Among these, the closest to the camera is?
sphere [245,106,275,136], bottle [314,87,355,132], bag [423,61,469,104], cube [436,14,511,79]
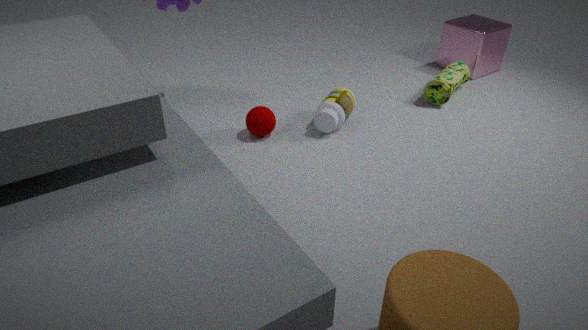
sphere [245,106,275,136]
